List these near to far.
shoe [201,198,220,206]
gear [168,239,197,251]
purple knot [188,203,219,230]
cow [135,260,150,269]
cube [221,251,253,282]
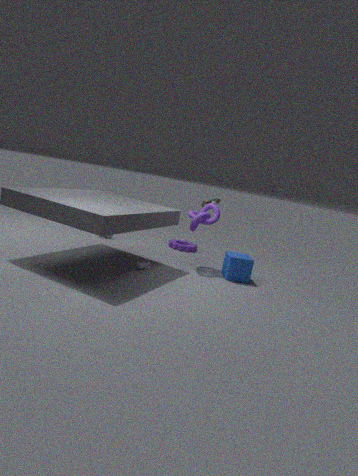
cow [135,260,150,269], cube [221,251,253,282], purple knot [188,203,219,230], shoe [201,198,220,206], gear [168,239,197,251]
